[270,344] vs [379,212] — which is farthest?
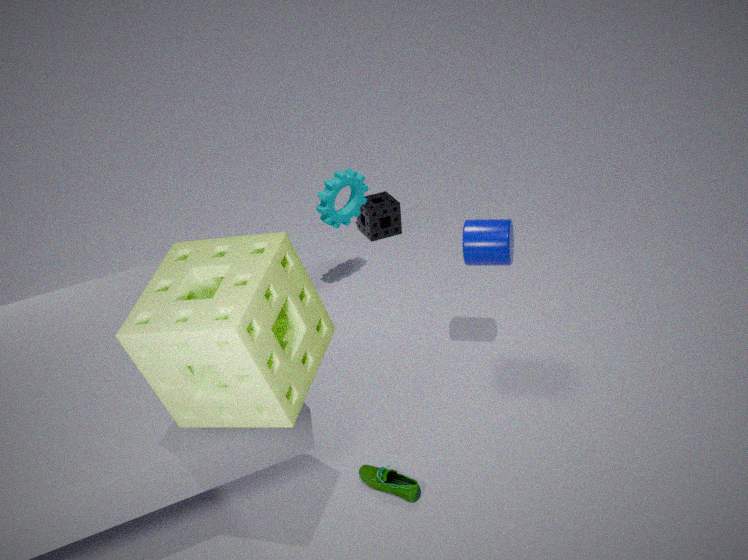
[379,212]
